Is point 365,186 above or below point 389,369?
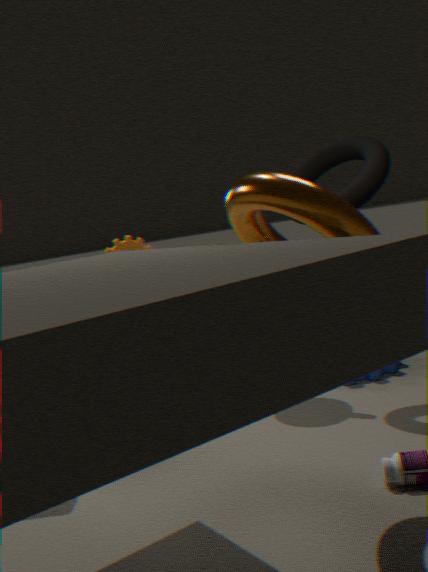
above
